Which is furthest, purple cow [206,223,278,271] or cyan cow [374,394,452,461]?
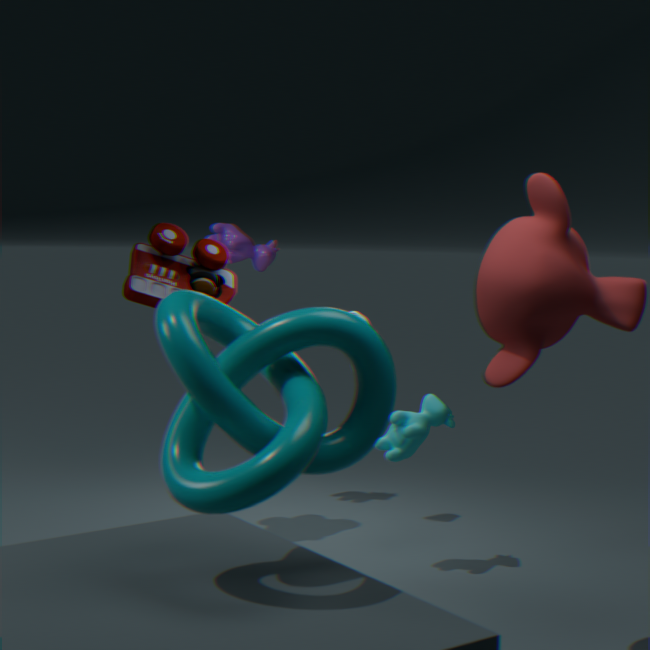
purple cow [206,223,278,271]
